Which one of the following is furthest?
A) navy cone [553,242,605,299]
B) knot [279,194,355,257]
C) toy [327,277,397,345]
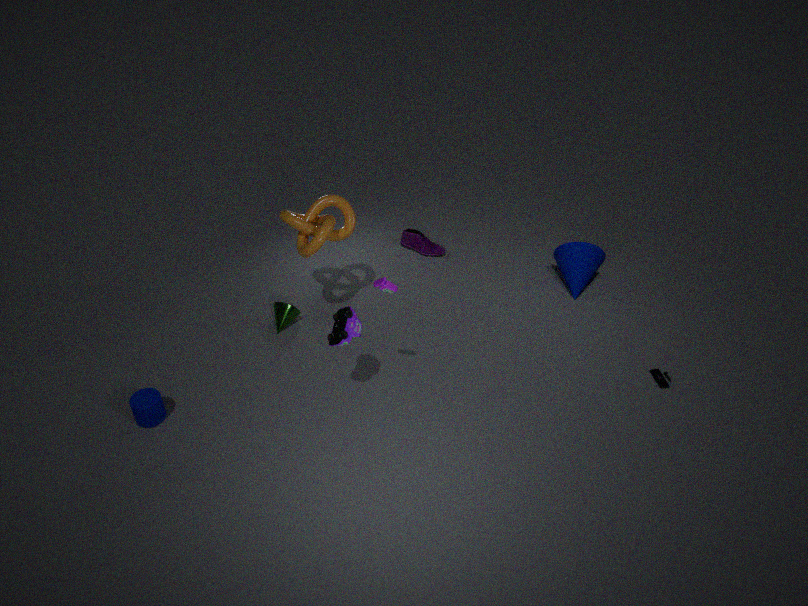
navy cone [553,242,605,299]
